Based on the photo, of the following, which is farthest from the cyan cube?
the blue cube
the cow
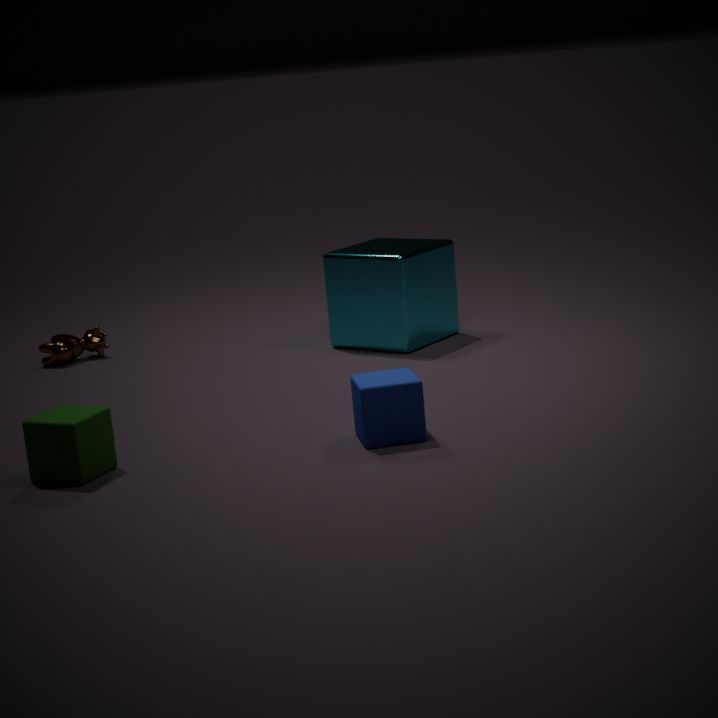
the blue cube
